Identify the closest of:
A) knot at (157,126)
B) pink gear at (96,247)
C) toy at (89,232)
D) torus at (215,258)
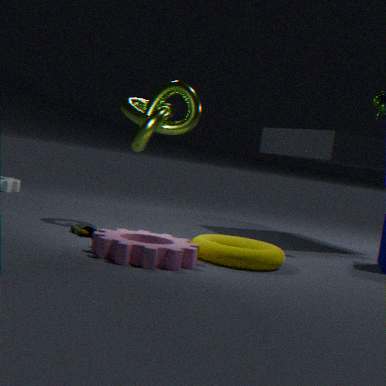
pink gear at (96,247)
